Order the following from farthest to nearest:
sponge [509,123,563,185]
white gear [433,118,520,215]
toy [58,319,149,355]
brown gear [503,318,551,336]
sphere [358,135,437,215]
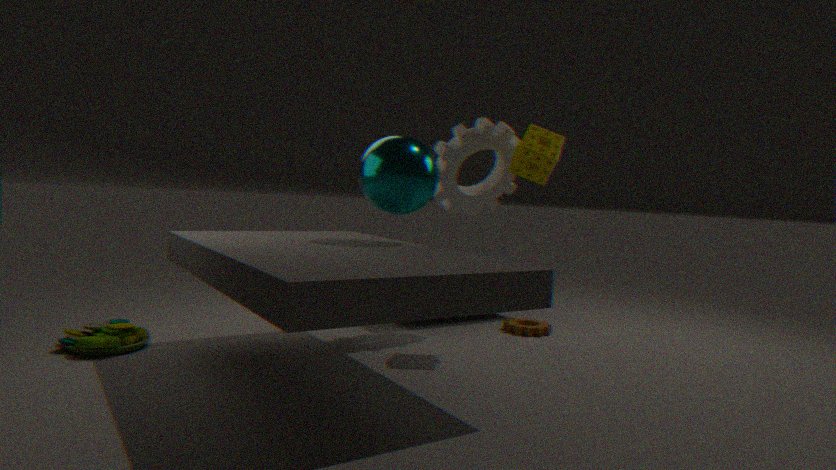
brown gear [503,318,551,336] → white gear [433,118,520,215] → sponge [509,123,563,185] → toy [58,319,149,355] → sphere [358,135,437,215]
